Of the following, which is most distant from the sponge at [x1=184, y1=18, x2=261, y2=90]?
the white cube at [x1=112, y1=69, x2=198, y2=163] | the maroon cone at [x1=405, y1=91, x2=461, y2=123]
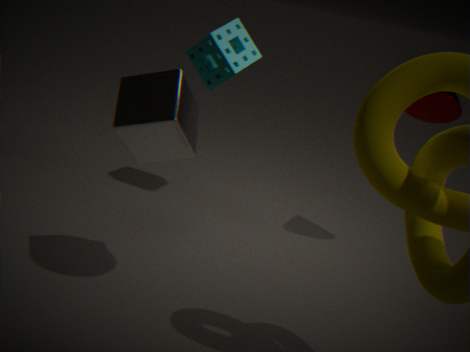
the white cube at [x1=112, y1=69, x2=198, y2=163]
